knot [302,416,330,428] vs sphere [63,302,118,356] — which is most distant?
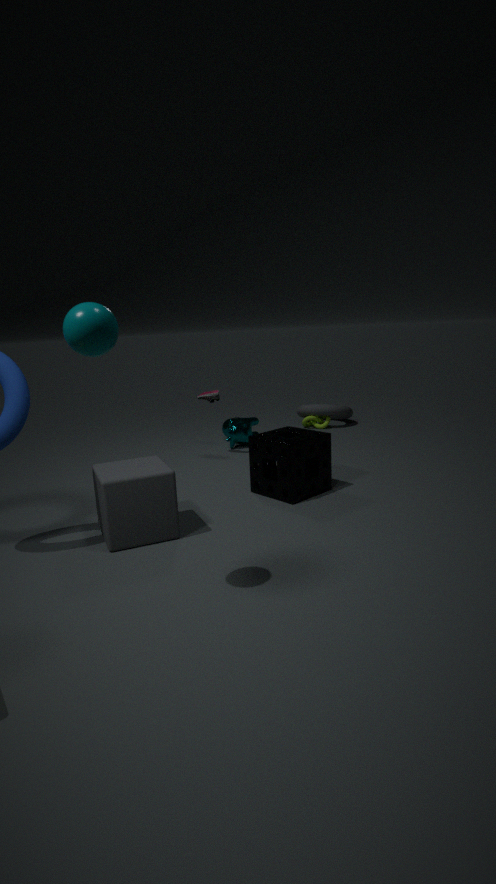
knot [302,416,330,428]
